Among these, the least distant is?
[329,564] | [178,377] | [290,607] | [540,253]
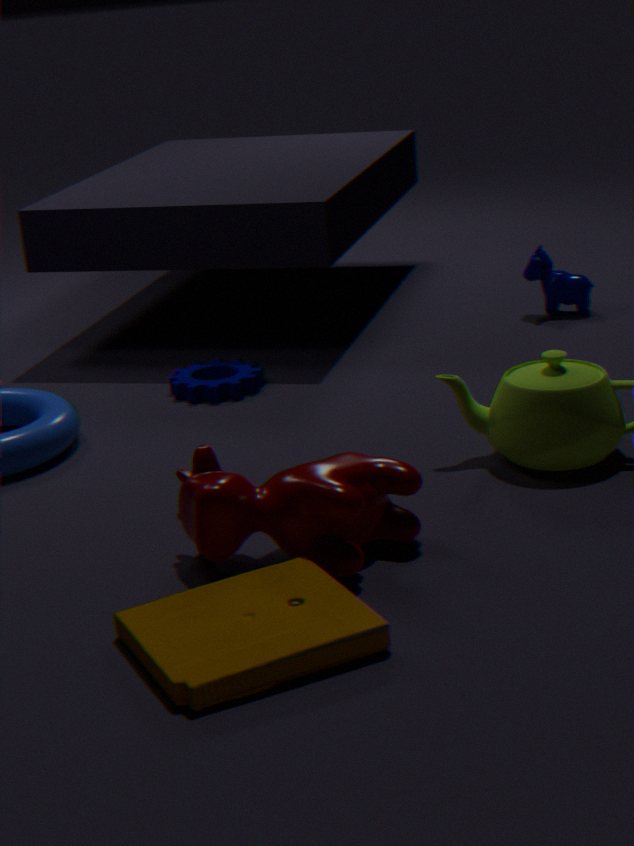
[290,607]
